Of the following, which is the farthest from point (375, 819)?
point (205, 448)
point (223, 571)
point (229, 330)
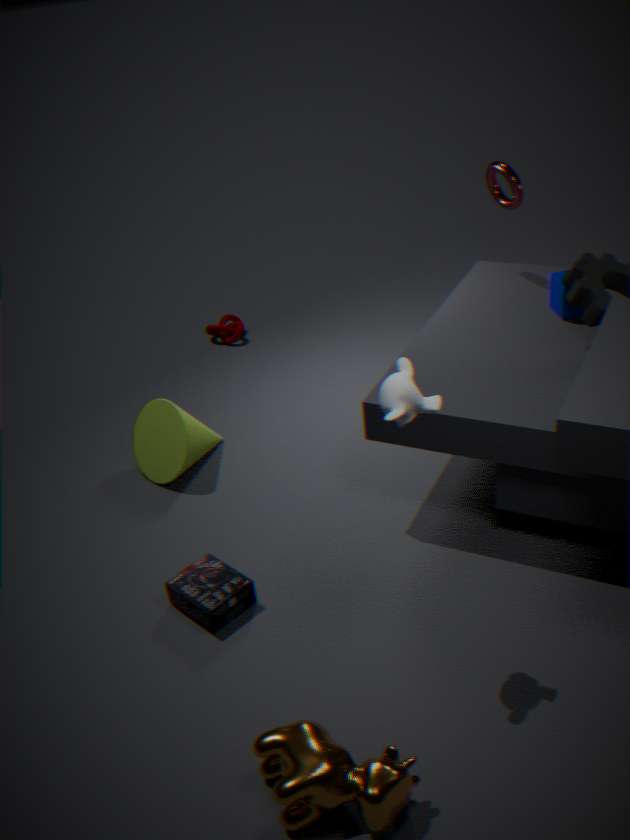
point (229, 330)
